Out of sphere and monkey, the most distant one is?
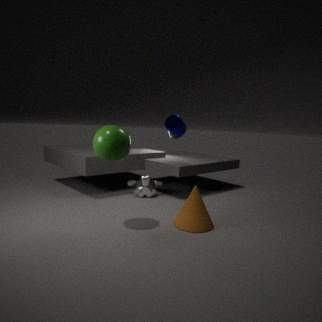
monkey
